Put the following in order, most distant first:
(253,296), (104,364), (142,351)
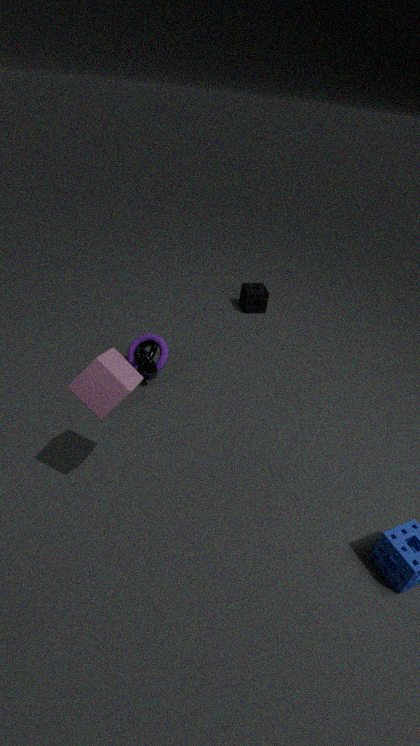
(253,296)
(142,351)
(104,364)
